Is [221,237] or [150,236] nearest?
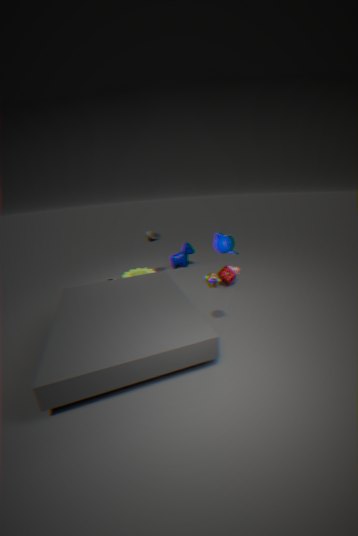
[221,237]
